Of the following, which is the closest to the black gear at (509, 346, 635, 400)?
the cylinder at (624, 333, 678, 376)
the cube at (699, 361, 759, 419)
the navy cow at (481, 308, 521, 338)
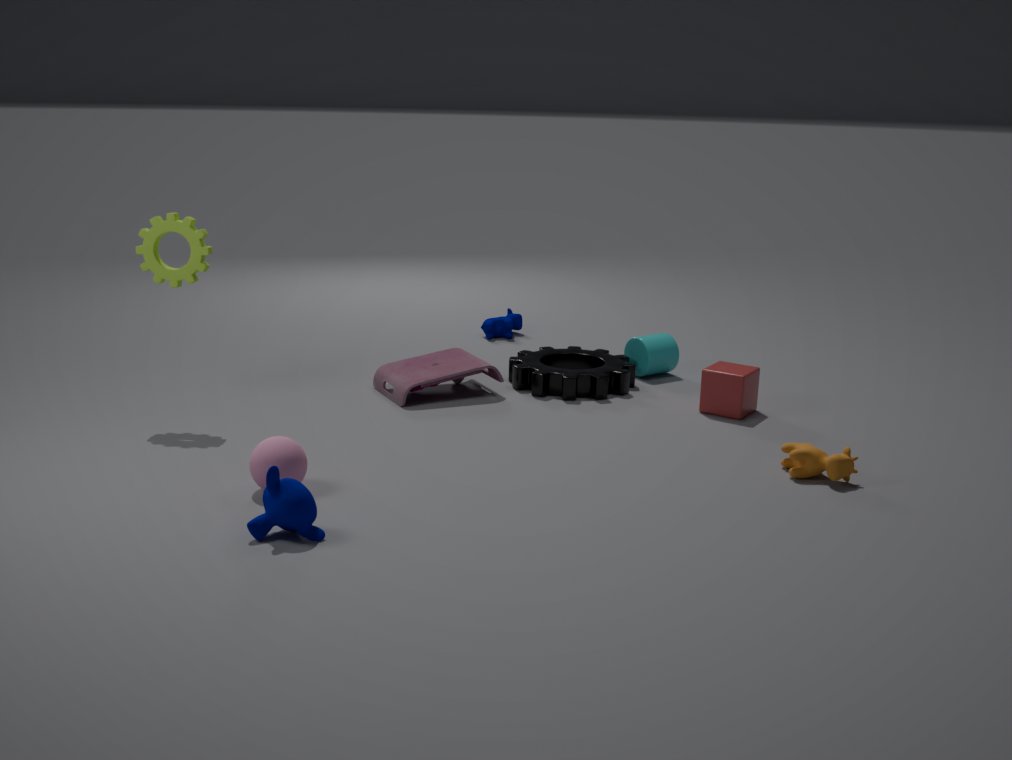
the cylinder at (624, 333, 678, 376)
